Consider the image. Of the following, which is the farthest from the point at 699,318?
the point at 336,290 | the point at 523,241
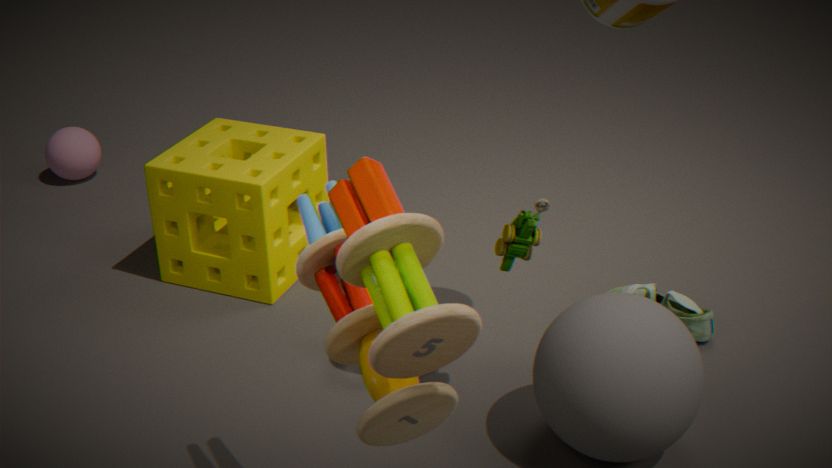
the point at 336,290
